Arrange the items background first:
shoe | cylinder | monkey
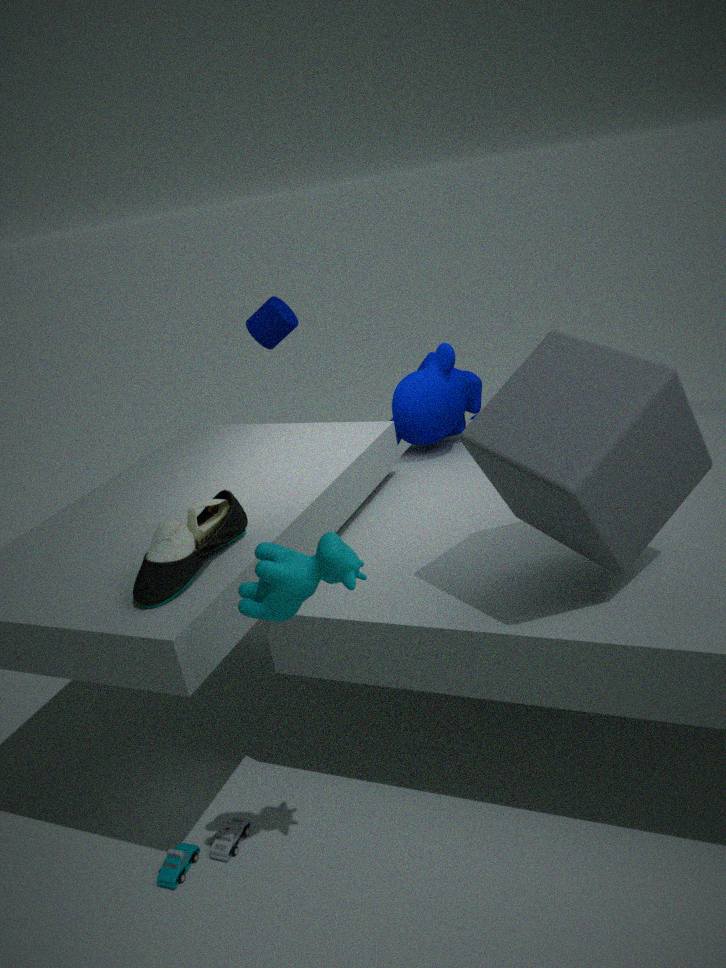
cylinder → monkey → shoe
